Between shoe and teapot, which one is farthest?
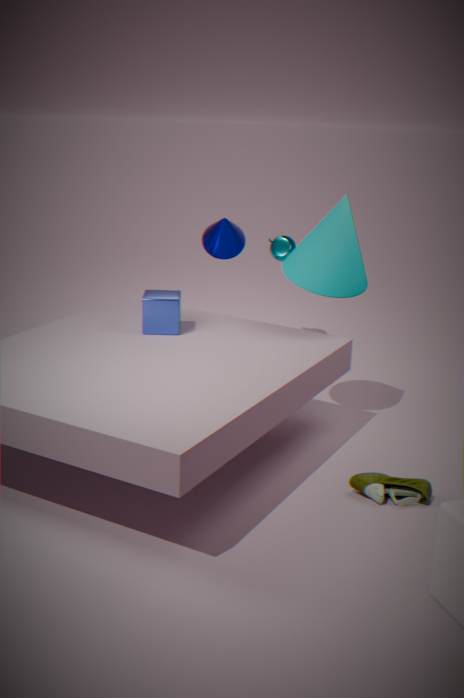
teapot
